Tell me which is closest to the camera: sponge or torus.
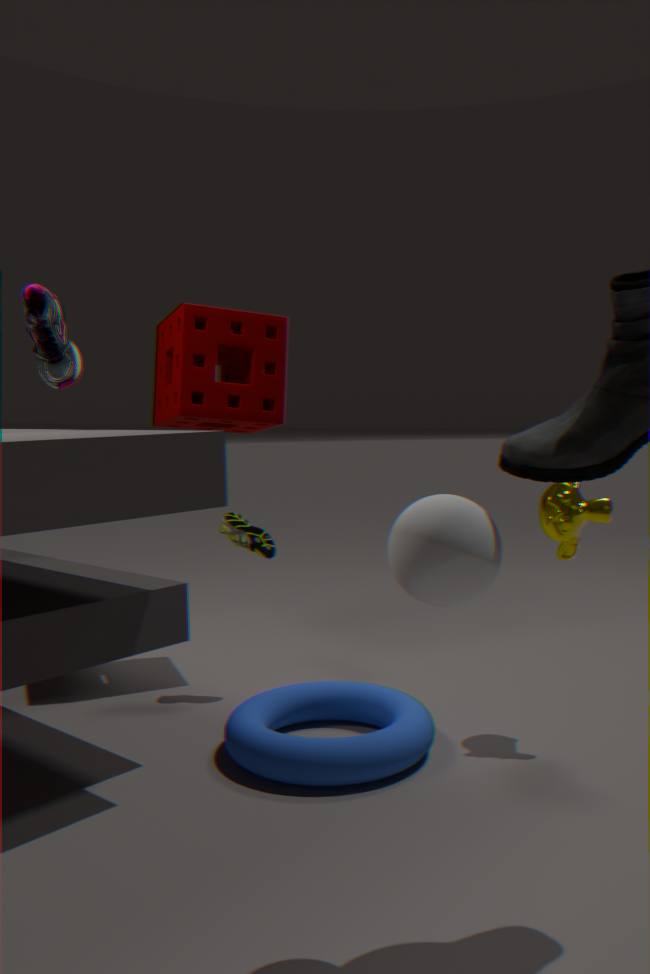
torus
